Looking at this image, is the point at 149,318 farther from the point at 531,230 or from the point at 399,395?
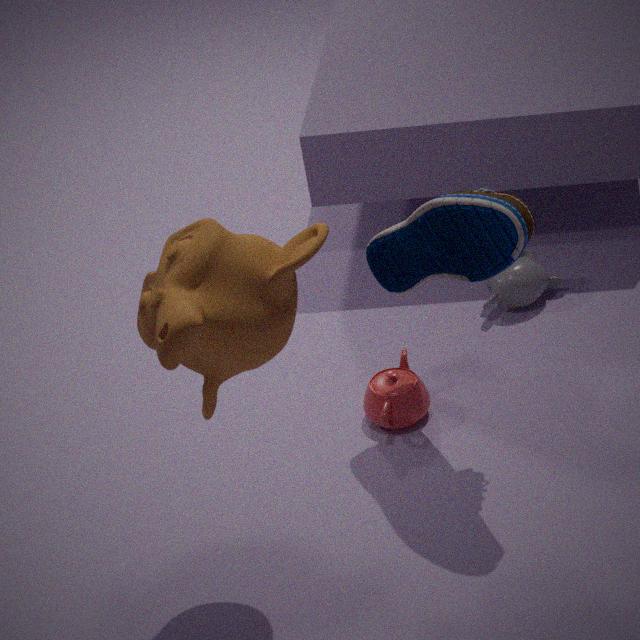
the point at 399,395
